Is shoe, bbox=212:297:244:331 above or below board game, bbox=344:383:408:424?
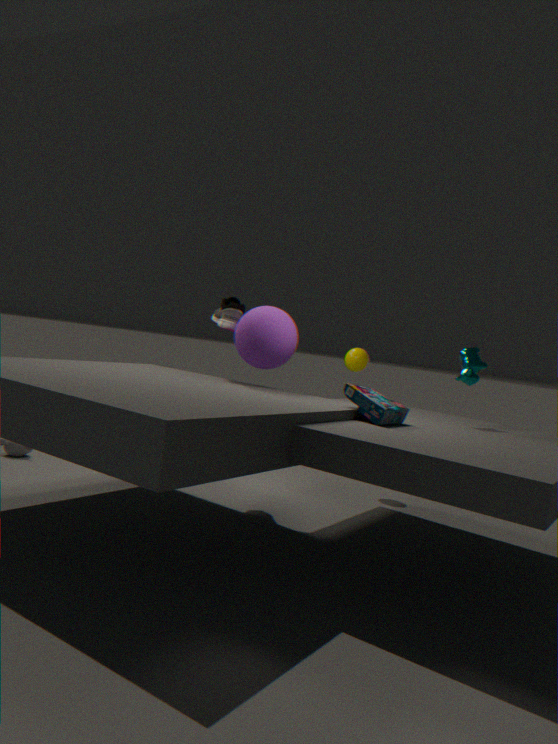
above
